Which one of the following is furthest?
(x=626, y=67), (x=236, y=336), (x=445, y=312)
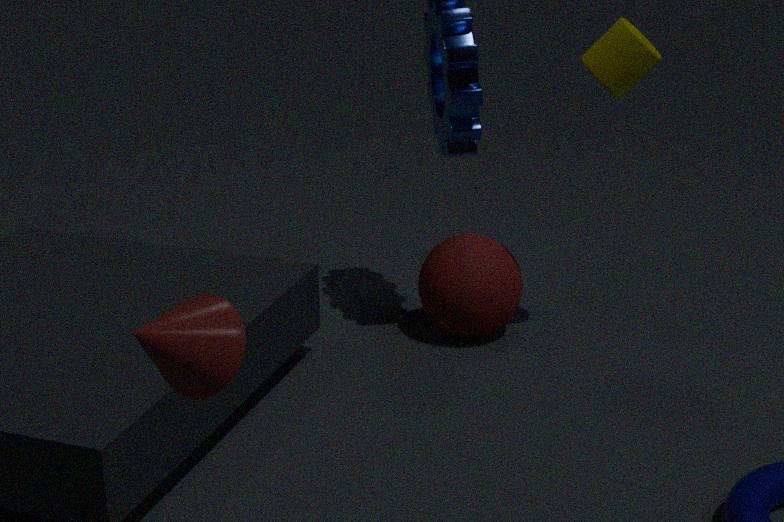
(x=445, y=312)
